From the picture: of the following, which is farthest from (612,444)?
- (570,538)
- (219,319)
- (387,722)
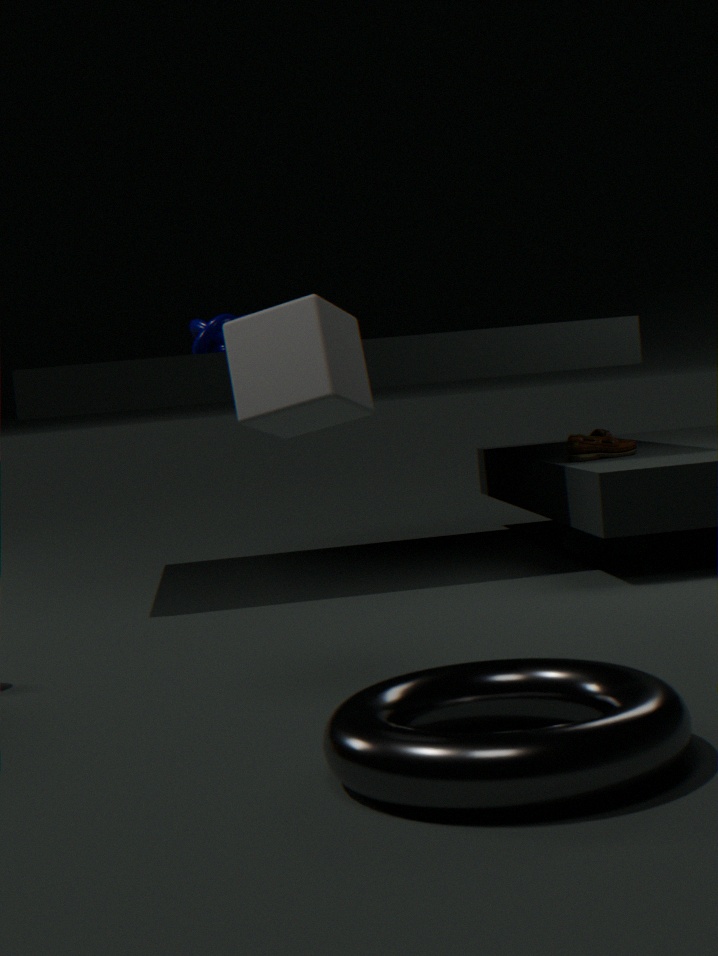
(387,722)
